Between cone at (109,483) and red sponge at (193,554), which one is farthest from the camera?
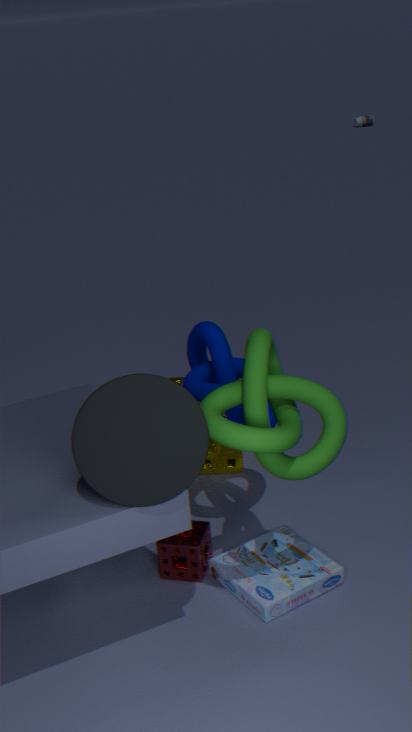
red sponge at (193,554)
